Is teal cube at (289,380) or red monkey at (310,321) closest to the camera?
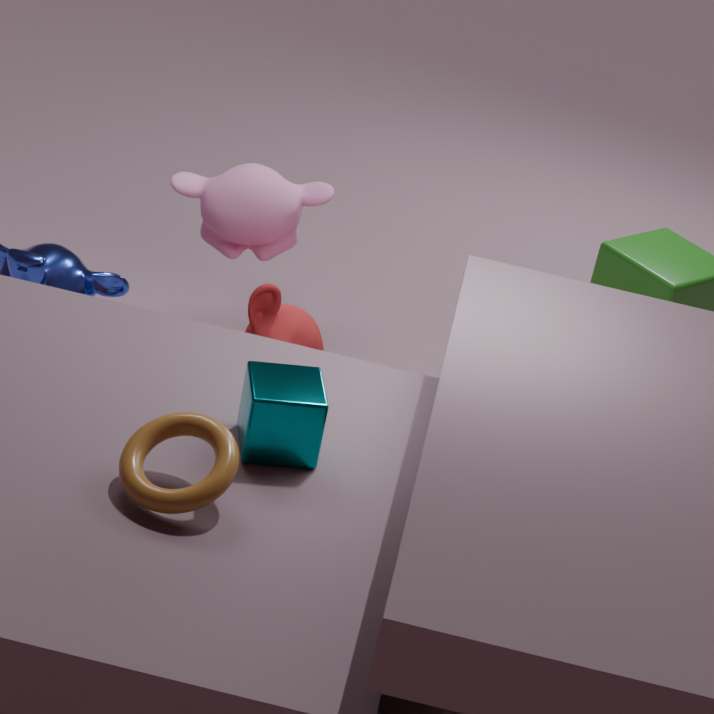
teal cube at (289,380)
